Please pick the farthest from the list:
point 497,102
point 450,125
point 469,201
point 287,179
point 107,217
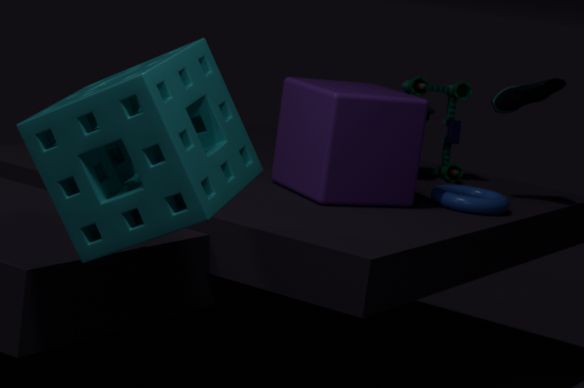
point 450,125
